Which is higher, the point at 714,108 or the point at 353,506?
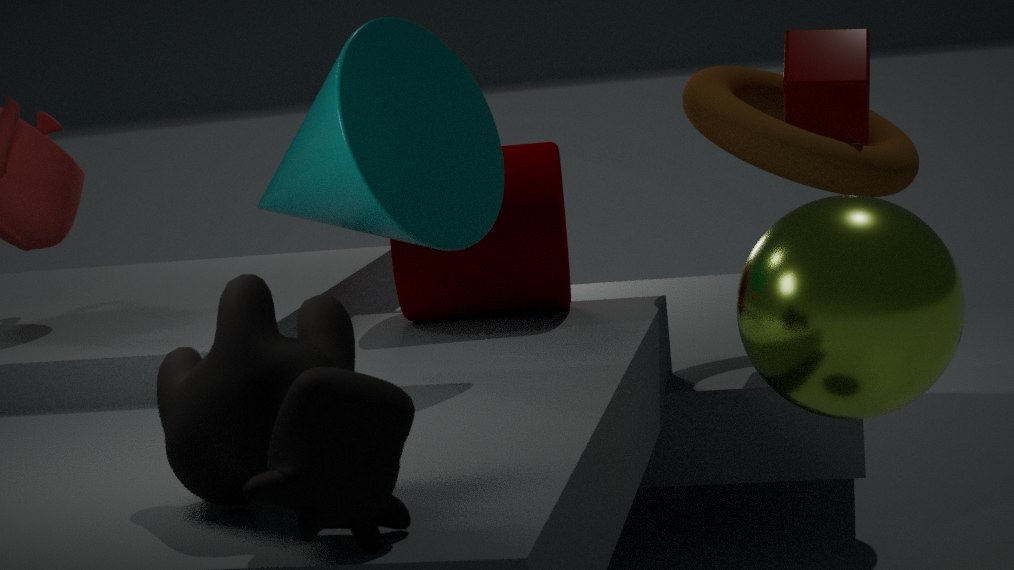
the point at 714,108
